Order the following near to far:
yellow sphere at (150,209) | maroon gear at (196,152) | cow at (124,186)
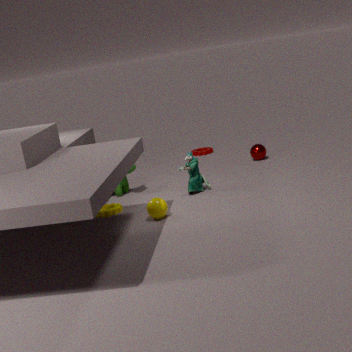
yellow sphere at (150,209) < cow at (124,186) < maroon gear at (196,152)
